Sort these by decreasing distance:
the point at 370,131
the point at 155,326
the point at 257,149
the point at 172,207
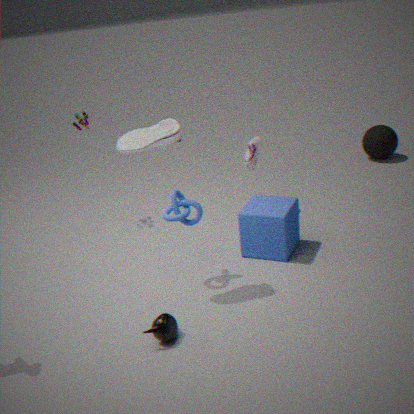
the point at 370,131 < the point at 257,149 < the point at 172,207 < the point at 155,326
